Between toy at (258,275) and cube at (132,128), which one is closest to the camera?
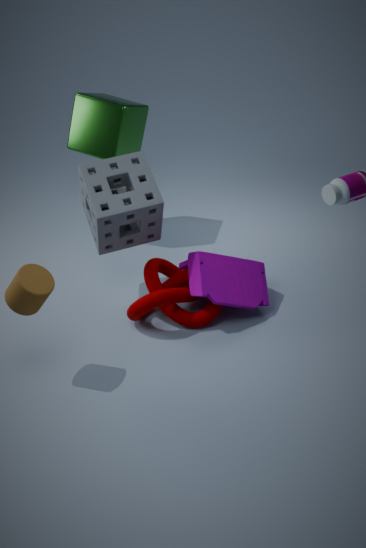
toy at (258,275)
